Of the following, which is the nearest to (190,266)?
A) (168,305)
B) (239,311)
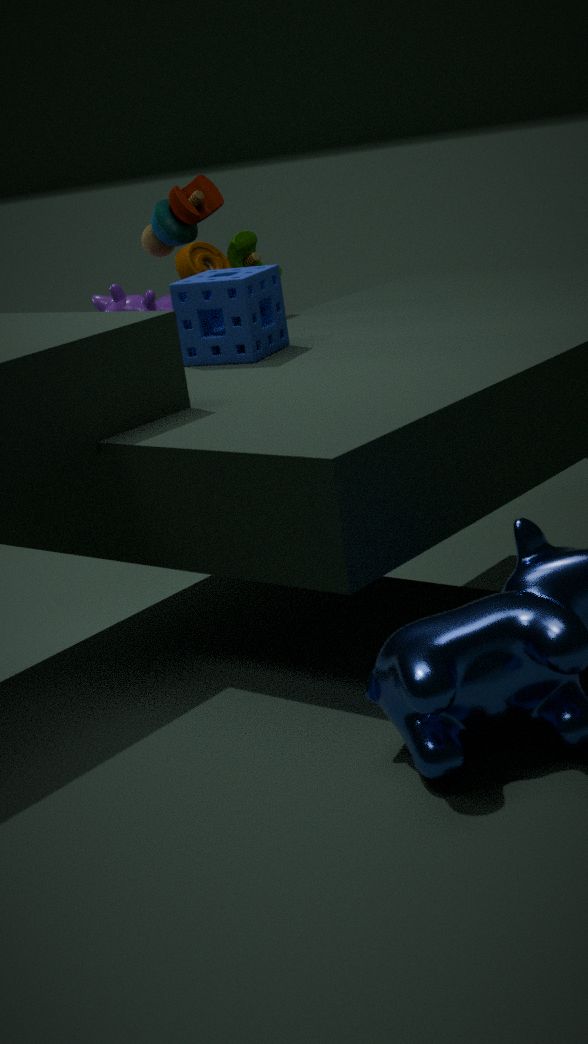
(168,305)
